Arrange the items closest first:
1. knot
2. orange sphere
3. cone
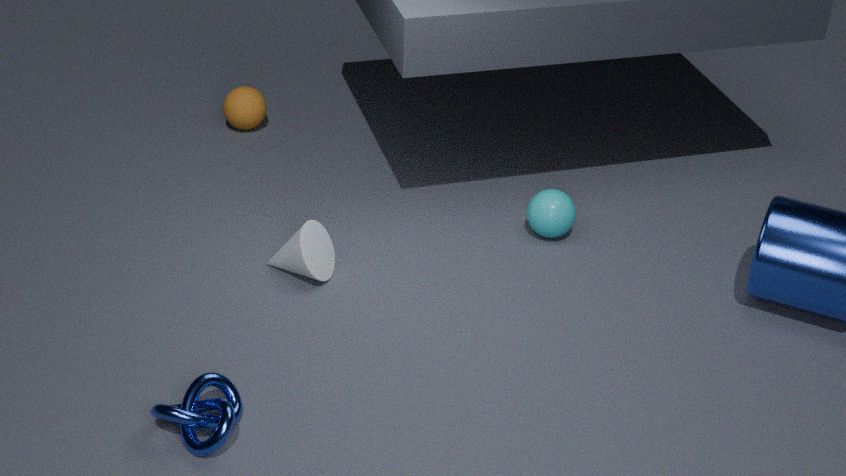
knot → cone → orange sphere
